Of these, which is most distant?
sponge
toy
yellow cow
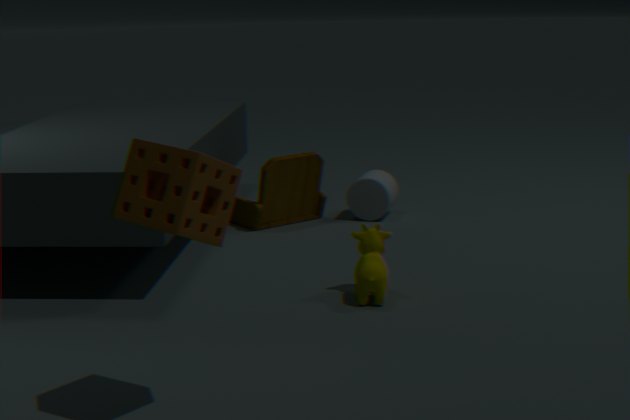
toy
